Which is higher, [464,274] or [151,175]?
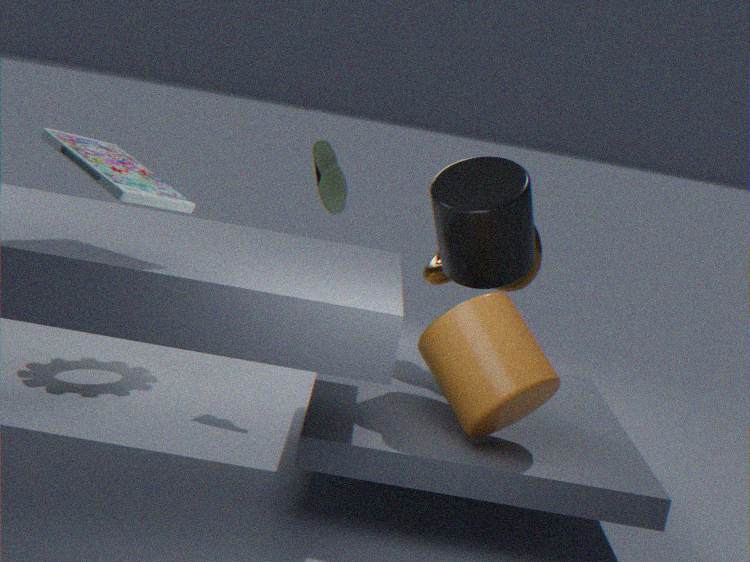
[151,175]
